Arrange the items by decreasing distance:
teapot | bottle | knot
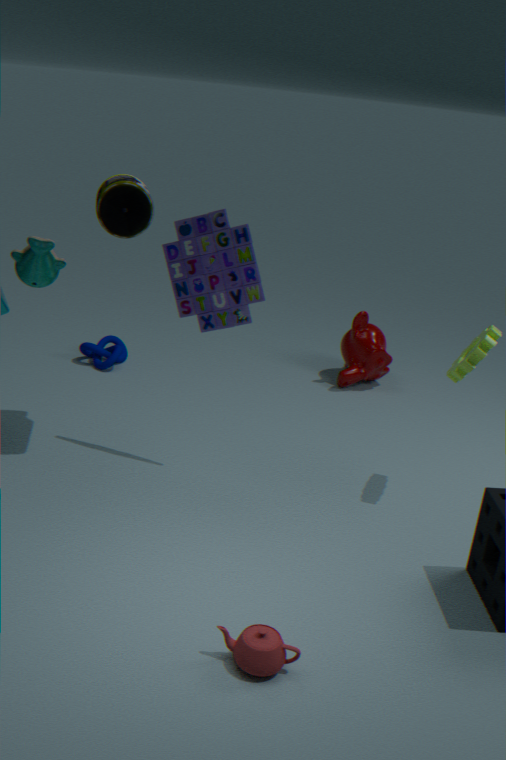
knot < bottle < teapot
